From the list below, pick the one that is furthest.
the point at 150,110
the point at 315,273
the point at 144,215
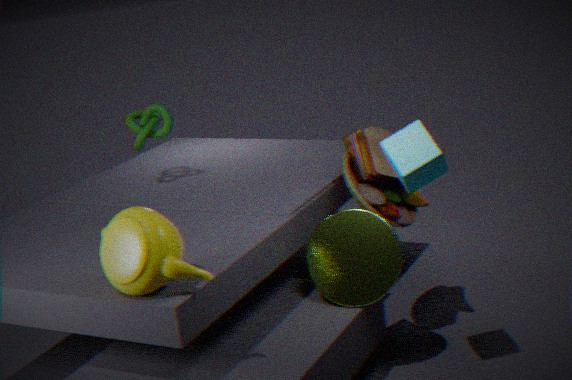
the point at 150,110
